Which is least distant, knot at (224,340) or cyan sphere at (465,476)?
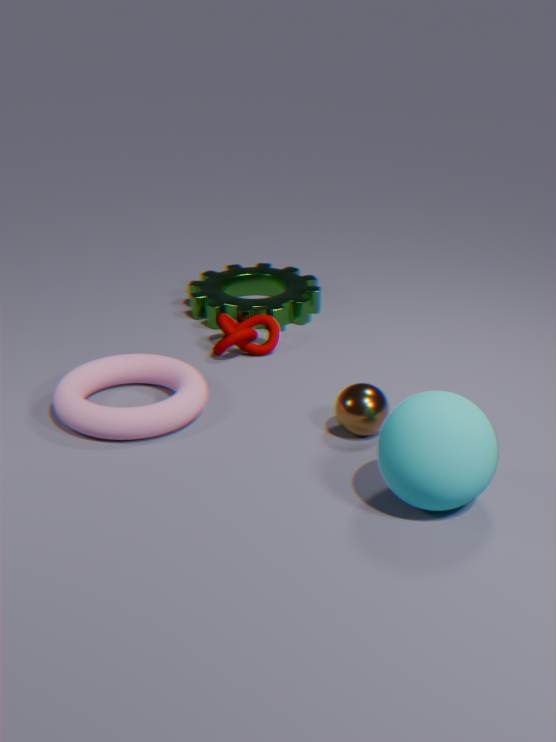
cyan sphere at (465,476)
